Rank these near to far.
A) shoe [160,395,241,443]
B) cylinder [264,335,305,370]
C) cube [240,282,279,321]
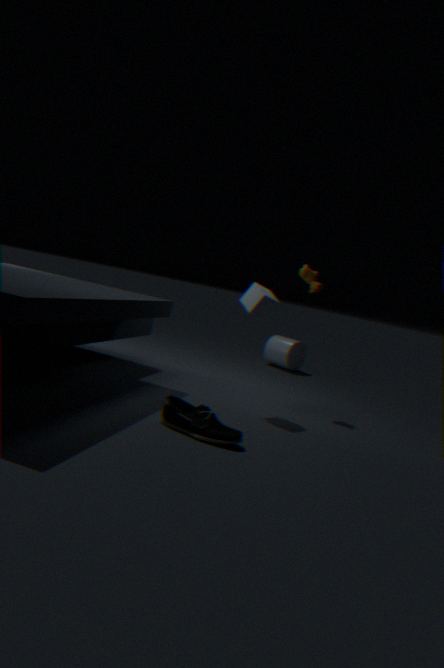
shoe [160,395,241,443], cube [240,282,279,321], cylinder [264,335,305,370]
